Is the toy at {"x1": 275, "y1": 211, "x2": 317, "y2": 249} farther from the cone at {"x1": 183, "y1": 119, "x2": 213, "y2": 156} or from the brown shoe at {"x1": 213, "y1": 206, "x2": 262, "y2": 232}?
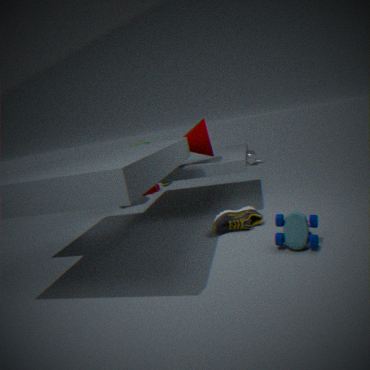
the cone at {"x1": 183, "y1": 119, "x2": 213, "y2": 156}
